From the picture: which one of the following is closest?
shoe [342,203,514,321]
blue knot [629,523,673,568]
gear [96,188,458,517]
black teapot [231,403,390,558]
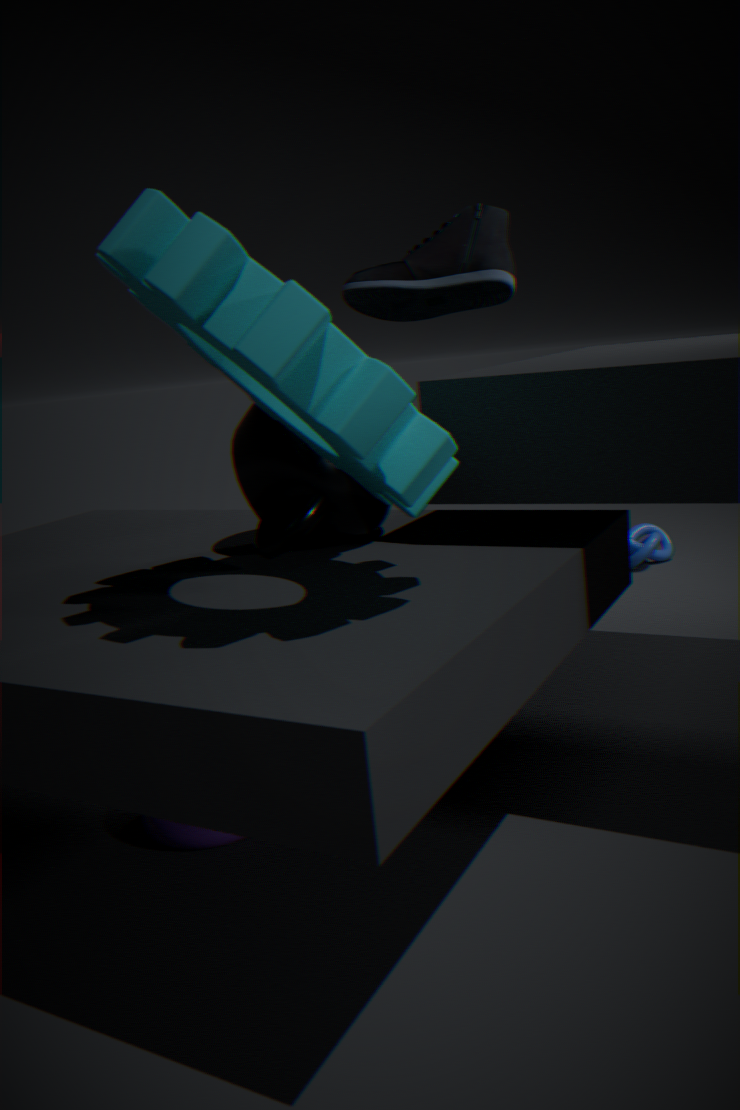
gear [96,188,458,517]
